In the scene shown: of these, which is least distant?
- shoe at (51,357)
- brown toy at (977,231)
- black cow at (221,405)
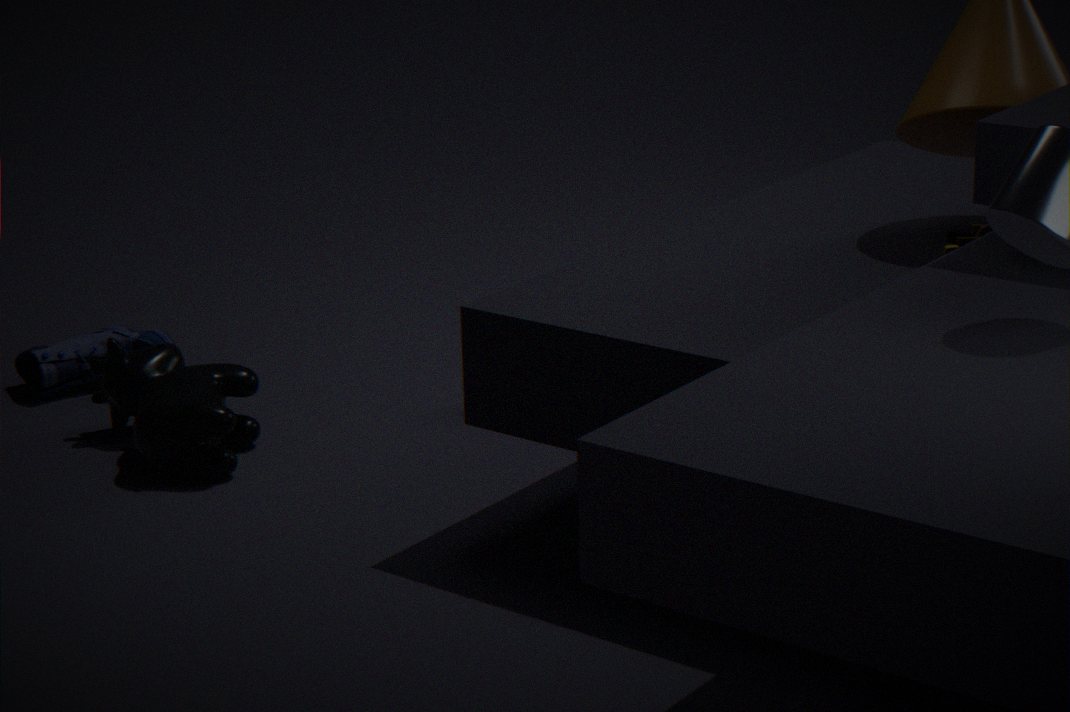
brown toy at (977,231)
